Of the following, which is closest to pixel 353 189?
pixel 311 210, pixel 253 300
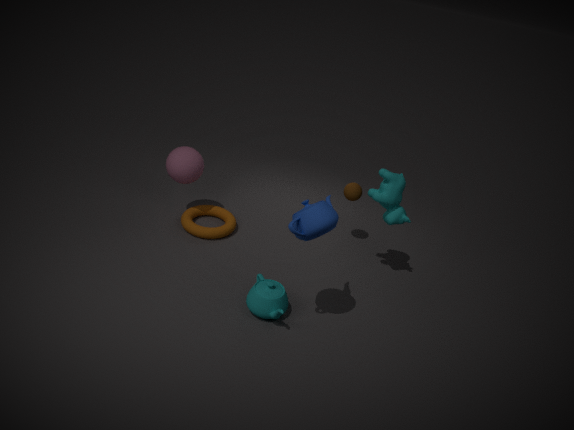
pixel 311 210
